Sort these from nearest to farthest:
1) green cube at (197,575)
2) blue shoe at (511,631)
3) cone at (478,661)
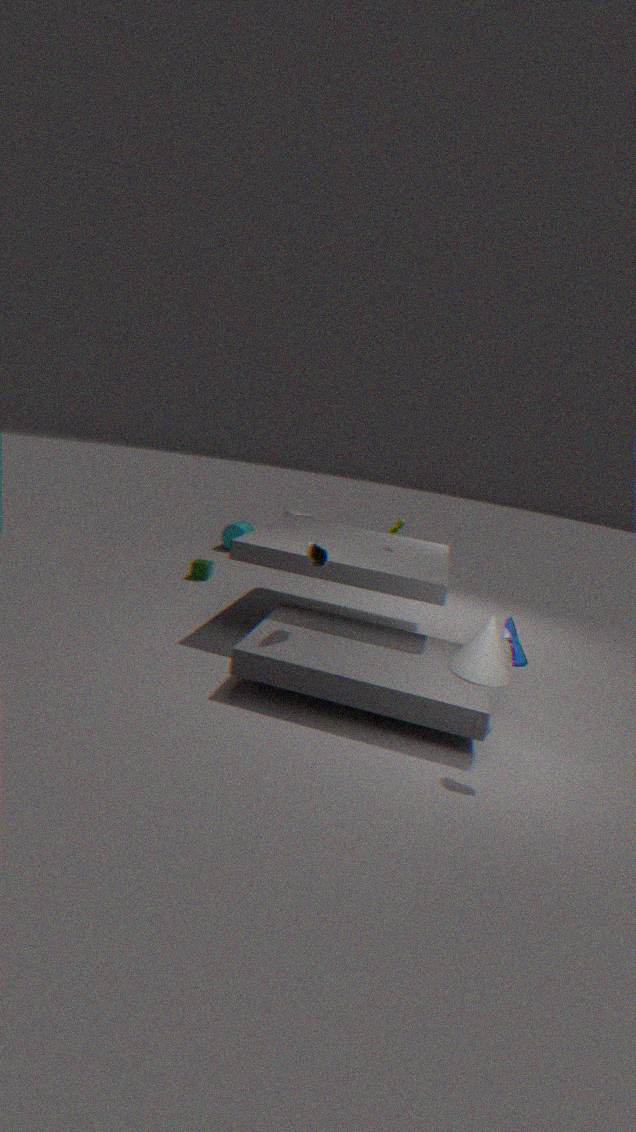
2. blue shoe at (511,631), 3. cone at (478,661), 1. green cube at (197,575)
